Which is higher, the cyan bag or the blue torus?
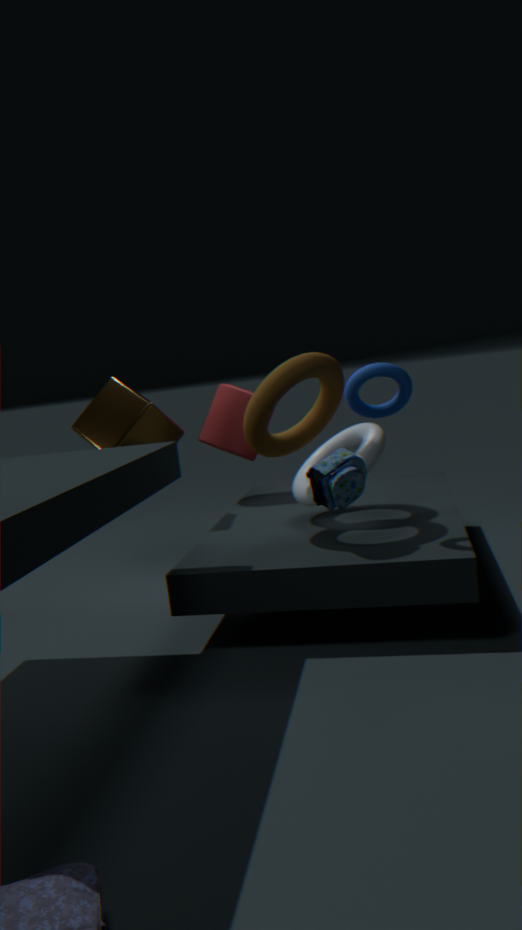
the blue torus
